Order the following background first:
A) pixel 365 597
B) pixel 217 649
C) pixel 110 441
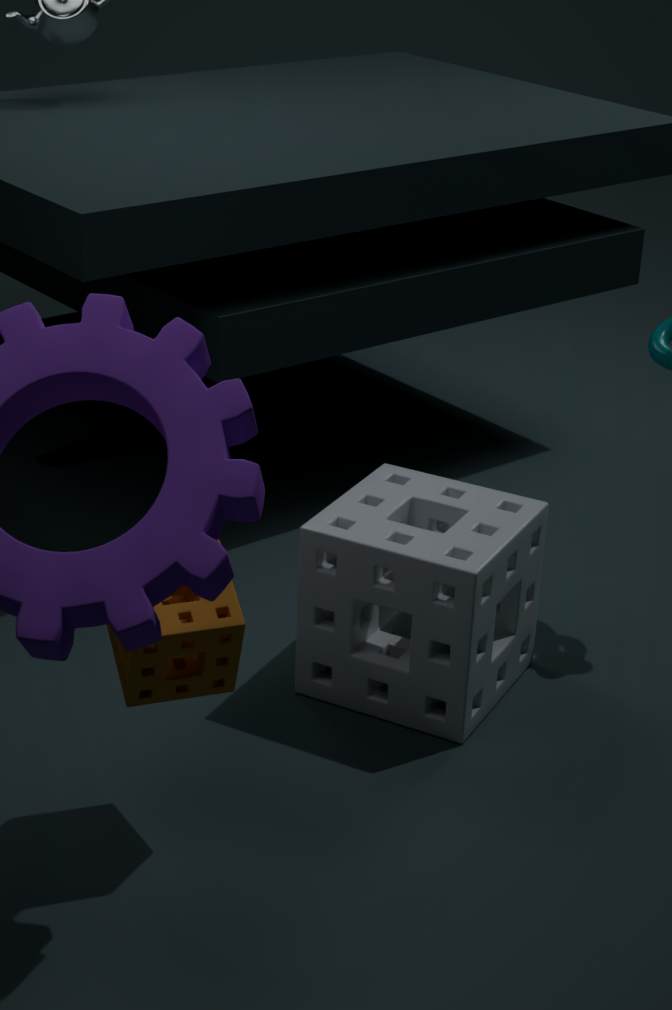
1. pixel 110 441
2. pixel 365 597
3. pixel 217 649
